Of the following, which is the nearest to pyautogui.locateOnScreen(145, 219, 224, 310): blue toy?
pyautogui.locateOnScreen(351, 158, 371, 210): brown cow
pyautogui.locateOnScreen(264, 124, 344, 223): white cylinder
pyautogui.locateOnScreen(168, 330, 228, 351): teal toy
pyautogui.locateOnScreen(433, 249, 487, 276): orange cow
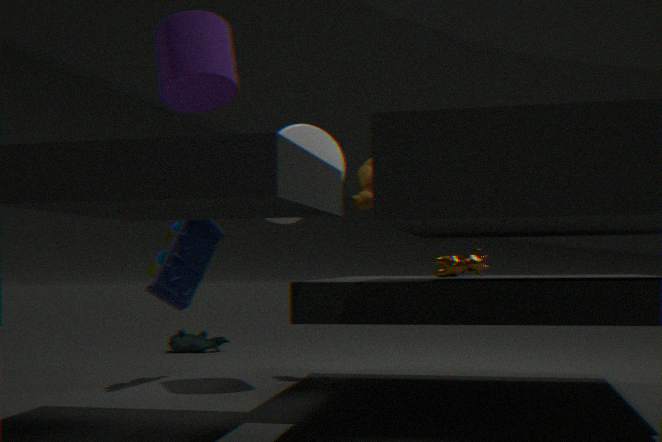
pyautogui.locateOnScreen(264, 124, 344, 223): white cylinder
